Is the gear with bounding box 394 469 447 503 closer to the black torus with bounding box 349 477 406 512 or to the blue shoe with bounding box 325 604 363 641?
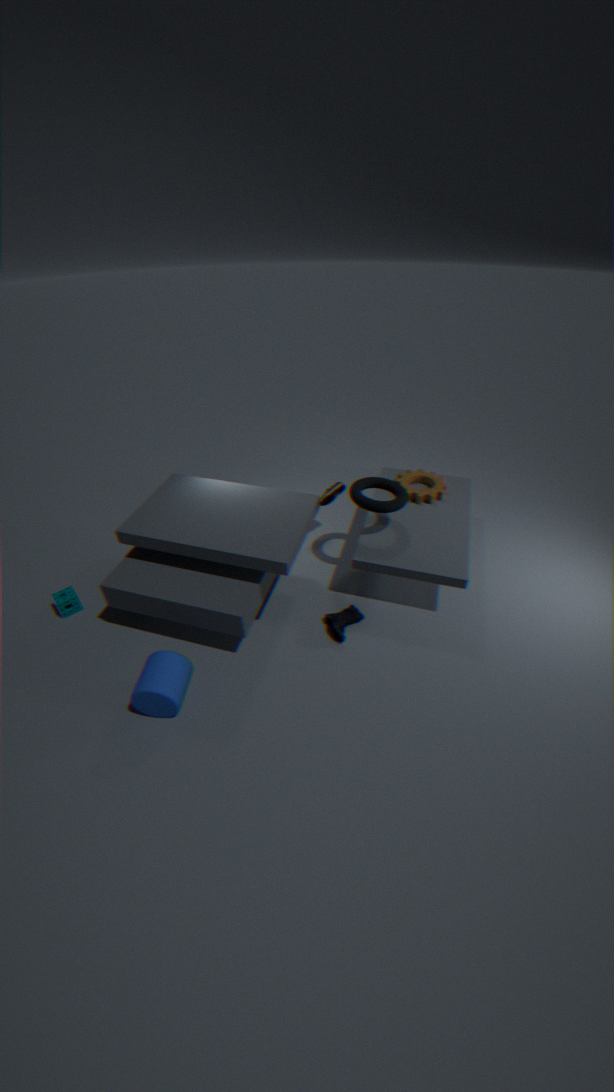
the black torus with bounding box 349 477 406 512
